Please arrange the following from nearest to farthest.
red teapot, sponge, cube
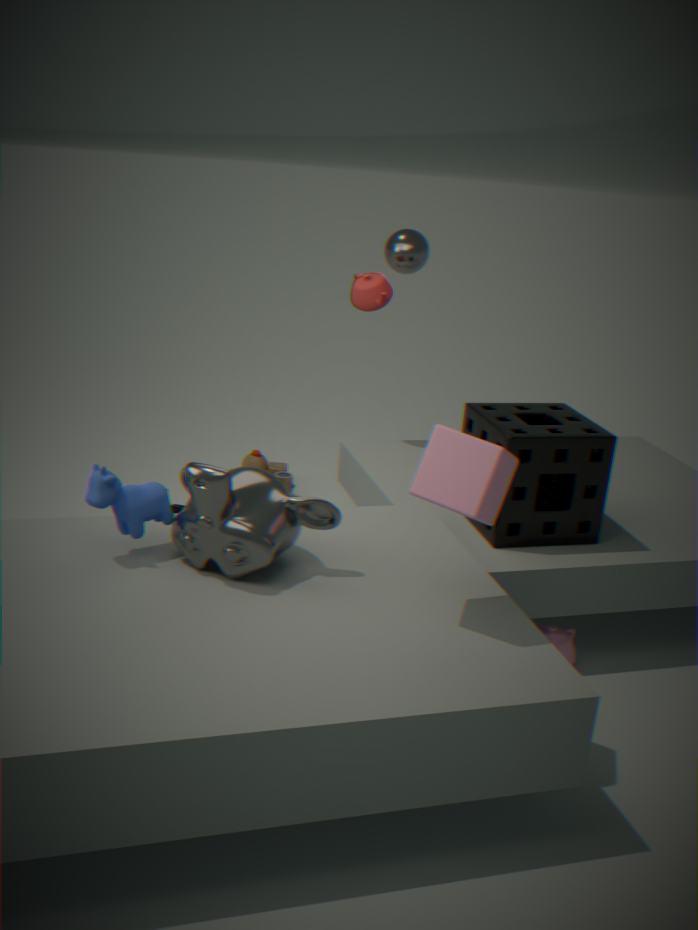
cube < sponge < red teapot
